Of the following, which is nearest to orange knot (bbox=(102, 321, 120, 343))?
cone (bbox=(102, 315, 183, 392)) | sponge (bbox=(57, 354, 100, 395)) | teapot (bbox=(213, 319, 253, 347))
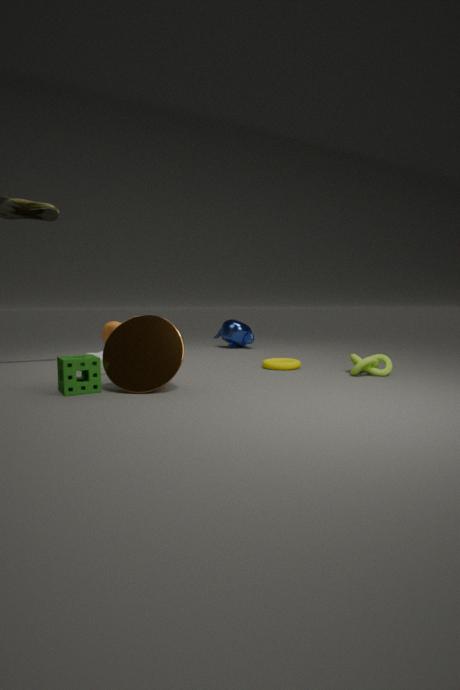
cone (bbox=(102, 315, 183, 392))
